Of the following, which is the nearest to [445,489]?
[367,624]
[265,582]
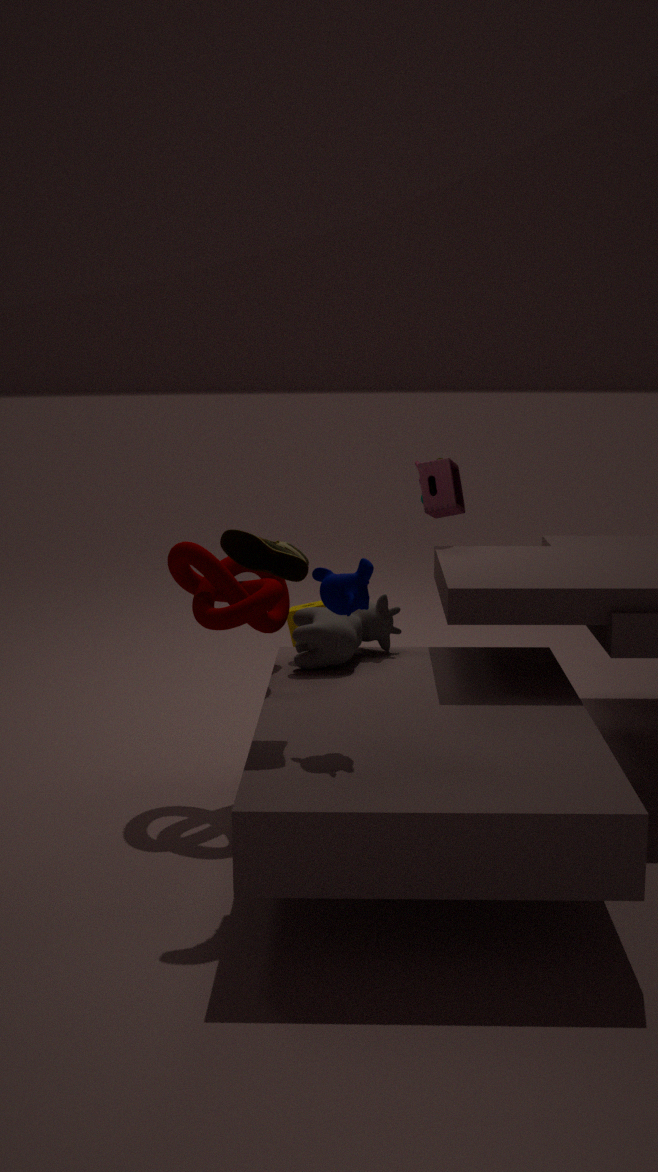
[367,624]
